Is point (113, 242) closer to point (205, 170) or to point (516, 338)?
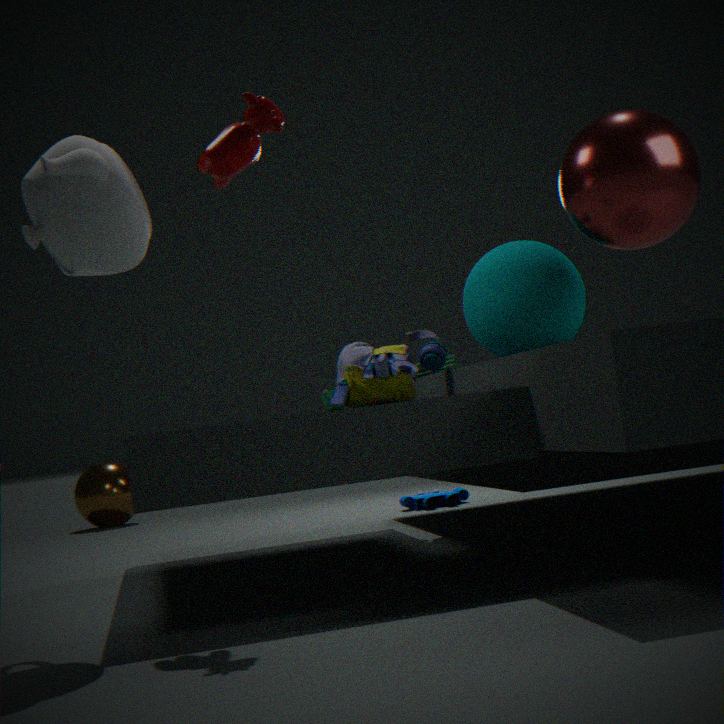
point (205, 170)
